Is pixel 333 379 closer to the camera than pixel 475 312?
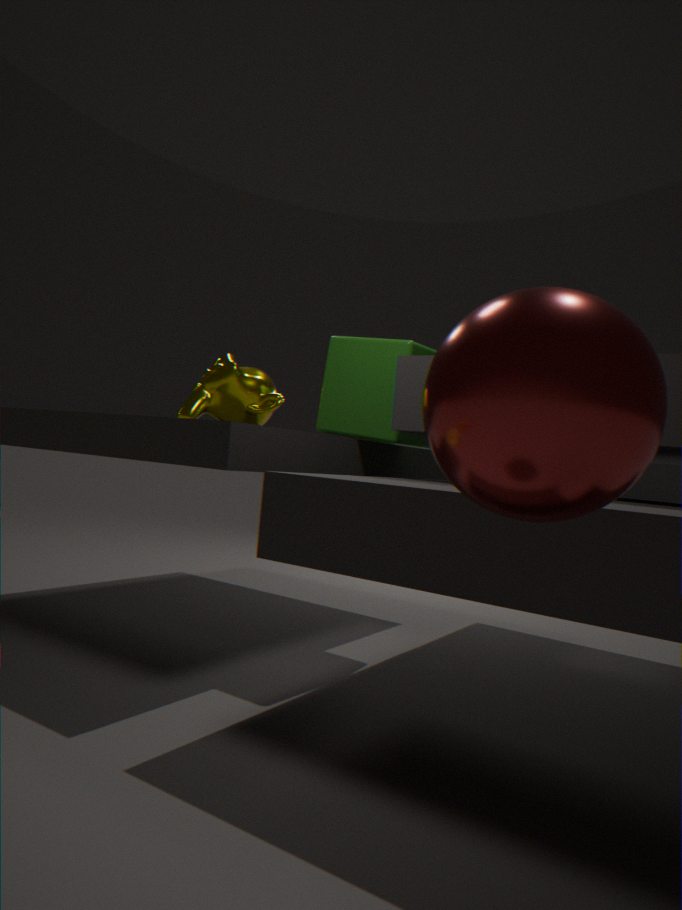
No
